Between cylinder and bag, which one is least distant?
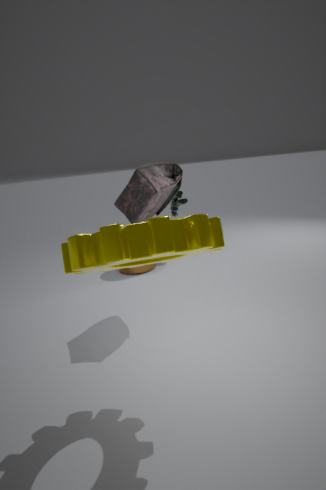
bag
